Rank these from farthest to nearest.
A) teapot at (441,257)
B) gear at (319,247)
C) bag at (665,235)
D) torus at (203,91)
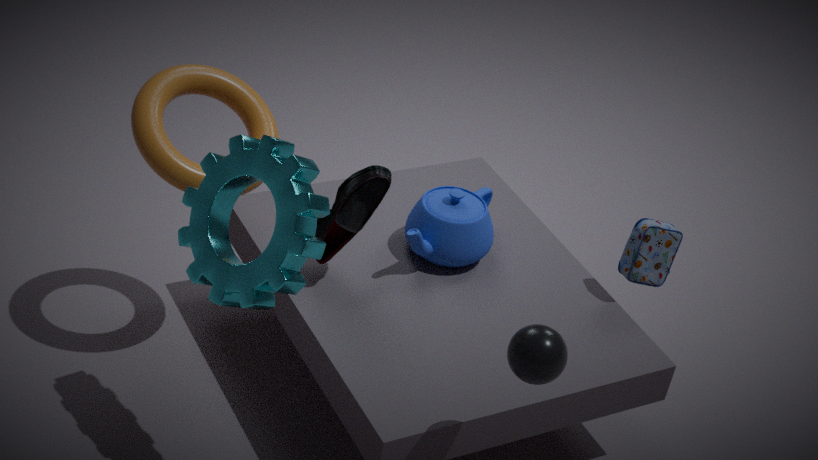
teapot at (441,257), bag at (665,235), torus at (203,91), gear at (319,247)
